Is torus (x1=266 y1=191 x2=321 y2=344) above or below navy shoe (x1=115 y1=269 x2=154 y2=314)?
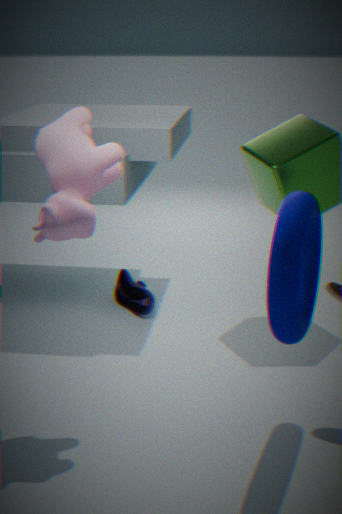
above
